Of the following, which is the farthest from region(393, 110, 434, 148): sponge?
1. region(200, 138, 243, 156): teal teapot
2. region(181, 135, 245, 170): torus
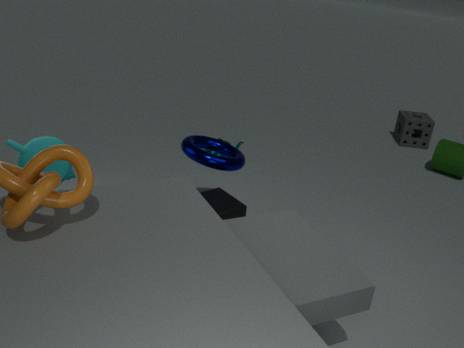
region(181, 135, 245, 170): torus
